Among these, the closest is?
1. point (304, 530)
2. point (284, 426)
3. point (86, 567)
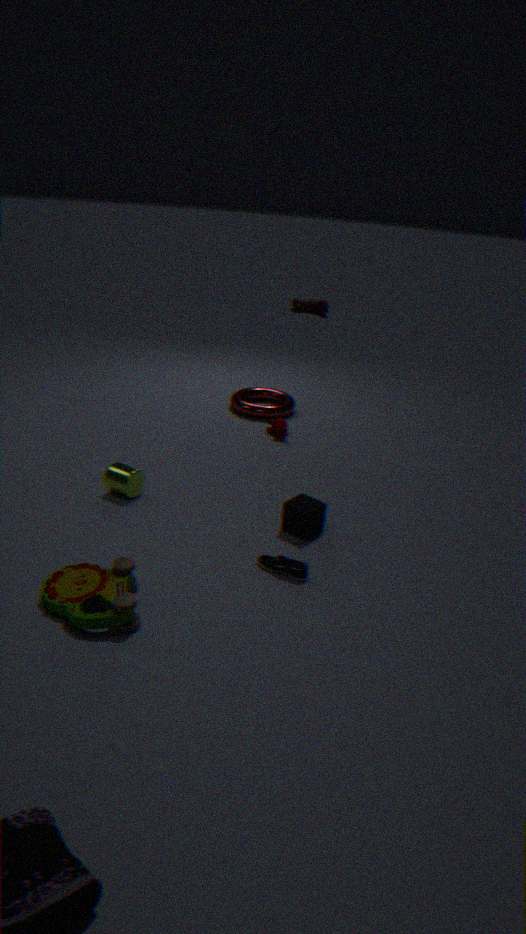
point (86, 567)
